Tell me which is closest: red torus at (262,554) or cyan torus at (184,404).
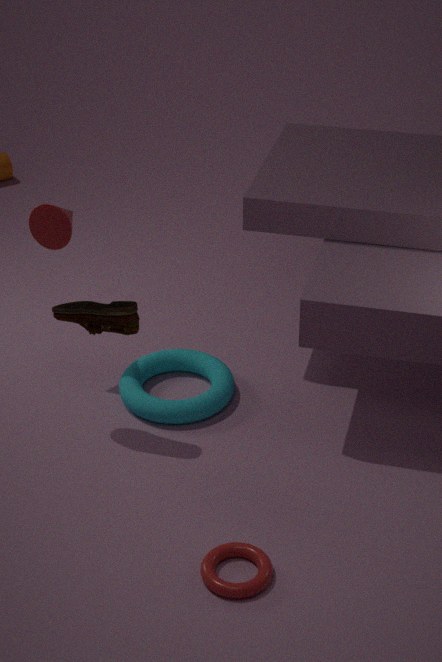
red torus at (262,554)
